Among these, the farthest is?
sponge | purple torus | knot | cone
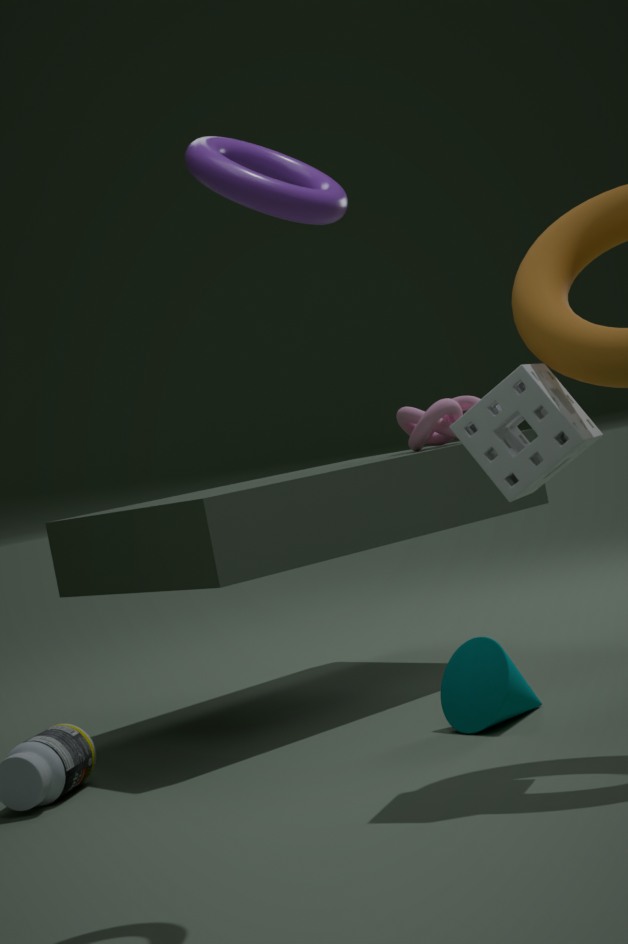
knot
